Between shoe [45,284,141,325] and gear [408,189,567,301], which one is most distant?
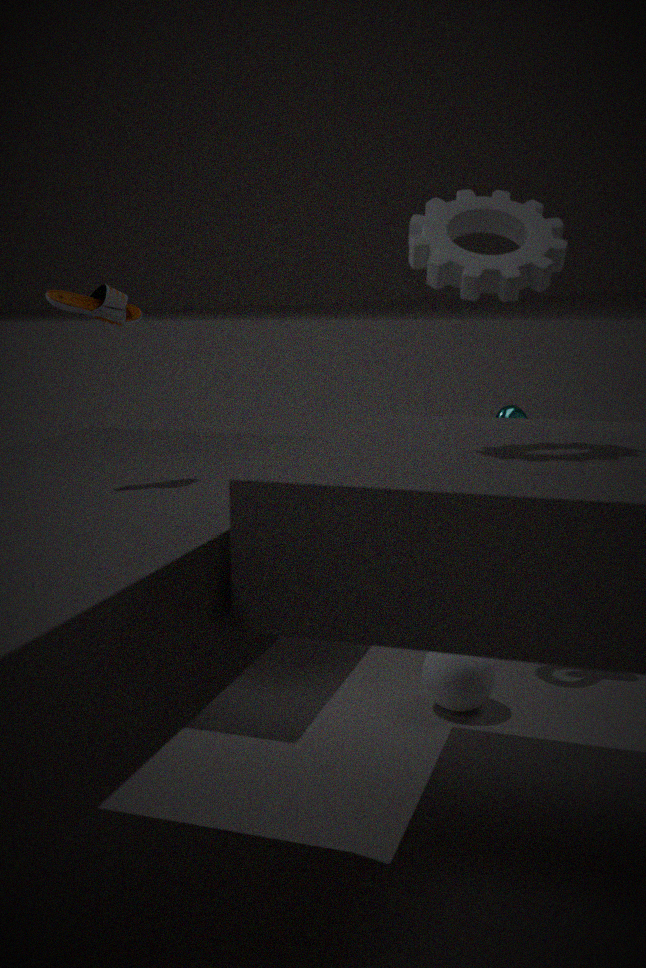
shoe [45,284,141,325]
